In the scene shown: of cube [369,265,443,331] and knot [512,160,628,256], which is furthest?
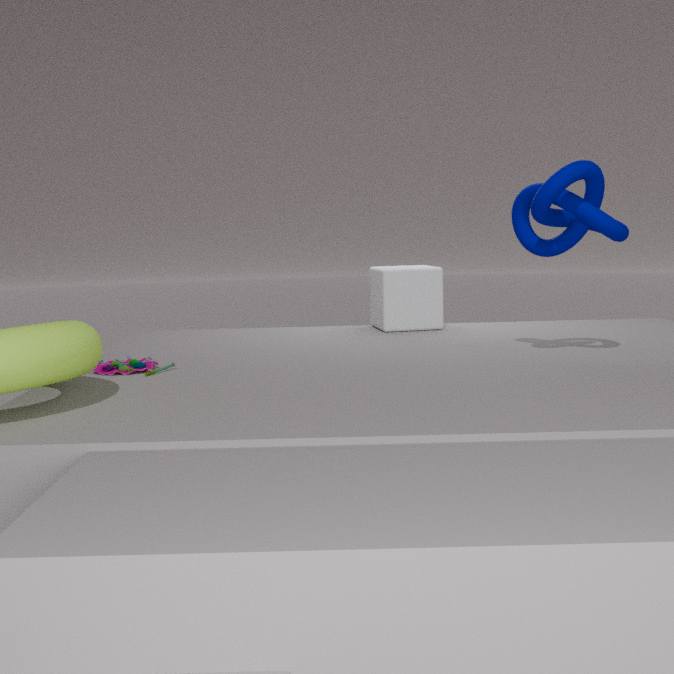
cube [369,265,443,331]
